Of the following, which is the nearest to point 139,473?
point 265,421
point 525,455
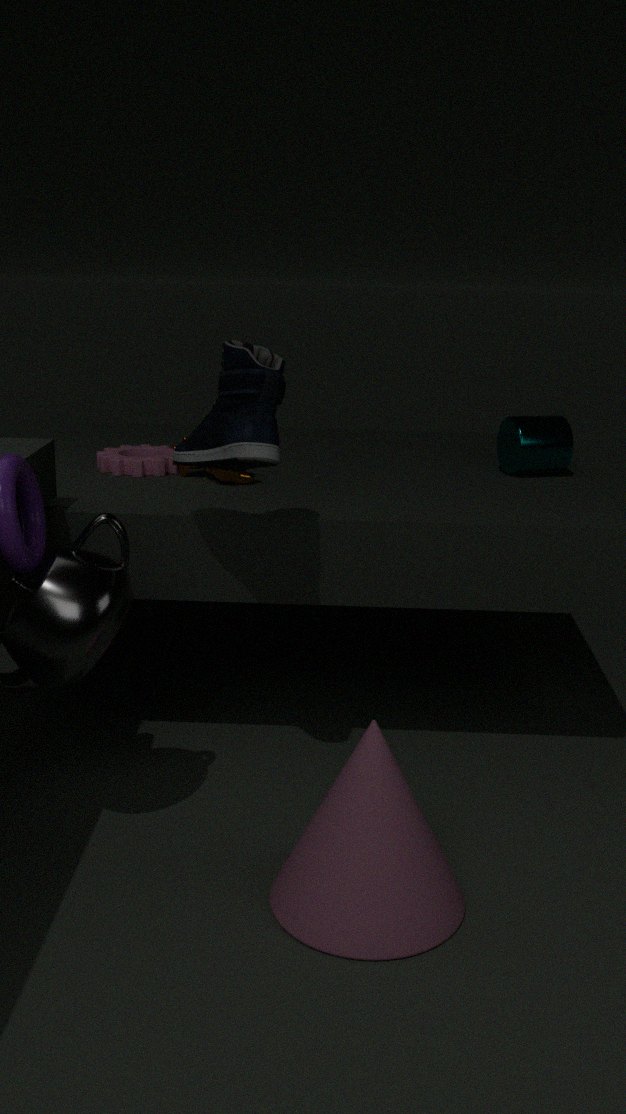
point 265,421
